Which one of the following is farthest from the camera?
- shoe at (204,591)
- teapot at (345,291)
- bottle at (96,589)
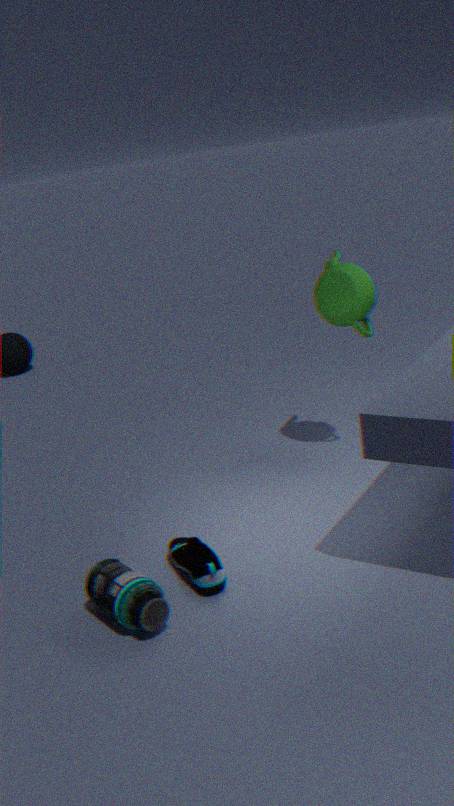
teapot at (345,291)
